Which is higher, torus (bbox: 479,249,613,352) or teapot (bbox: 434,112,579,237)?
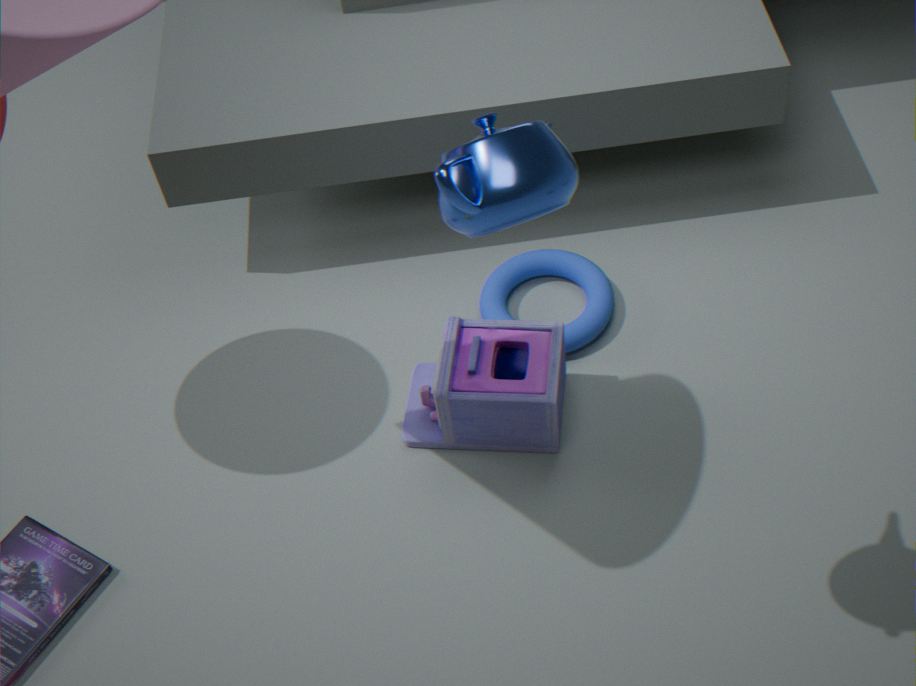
teapot (bbox: 434,112,579,237)
